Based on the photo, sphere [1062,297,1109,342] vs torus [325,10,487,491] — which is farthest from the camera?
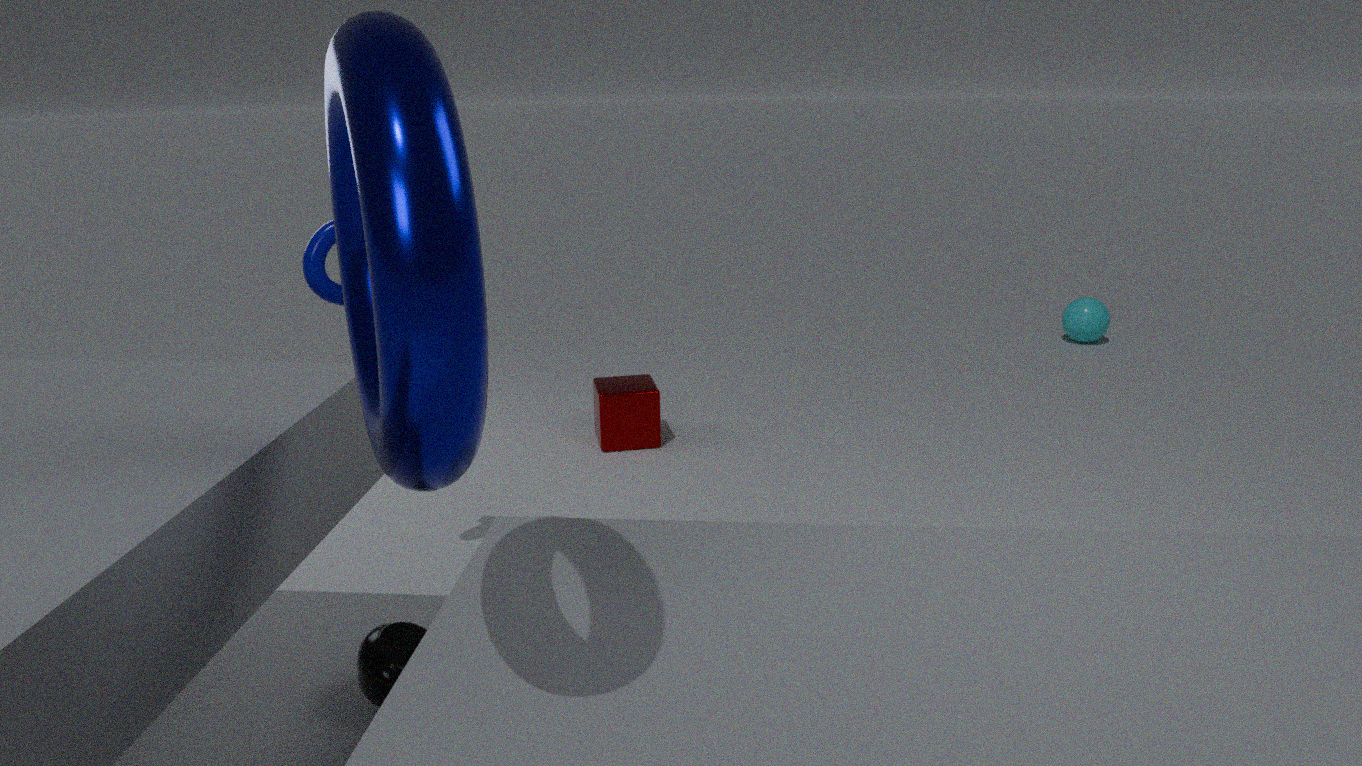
sphere [1062,297,1109,342]
